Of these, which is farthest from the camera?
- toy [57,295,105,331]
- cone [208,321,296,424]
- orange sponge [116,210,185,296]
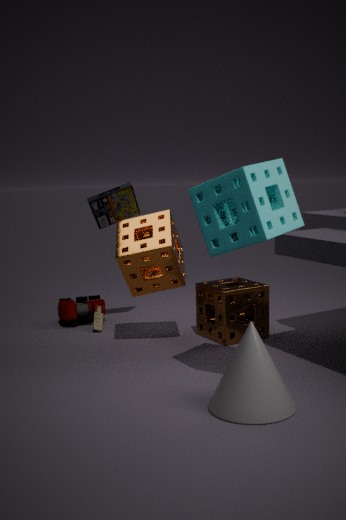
toy [57,295,105,331]
